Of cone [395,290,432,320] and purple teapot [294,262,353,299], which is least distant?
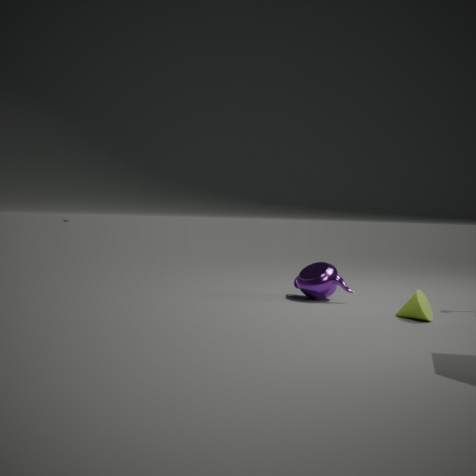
cone [395,290,432,320]
